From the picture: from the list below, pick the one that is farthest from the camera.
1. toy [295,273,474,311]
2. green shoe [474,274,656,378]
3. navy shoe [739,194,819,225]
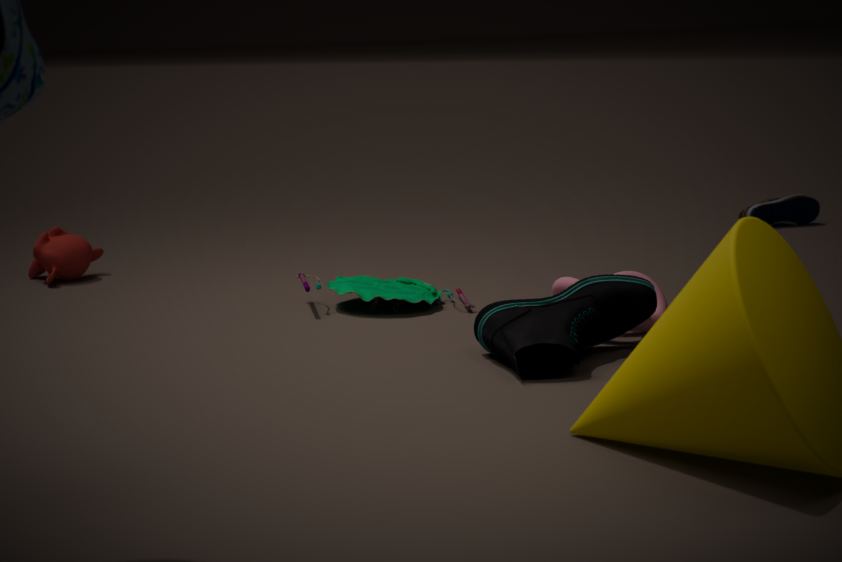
navy shoe [739,194,819,225]
